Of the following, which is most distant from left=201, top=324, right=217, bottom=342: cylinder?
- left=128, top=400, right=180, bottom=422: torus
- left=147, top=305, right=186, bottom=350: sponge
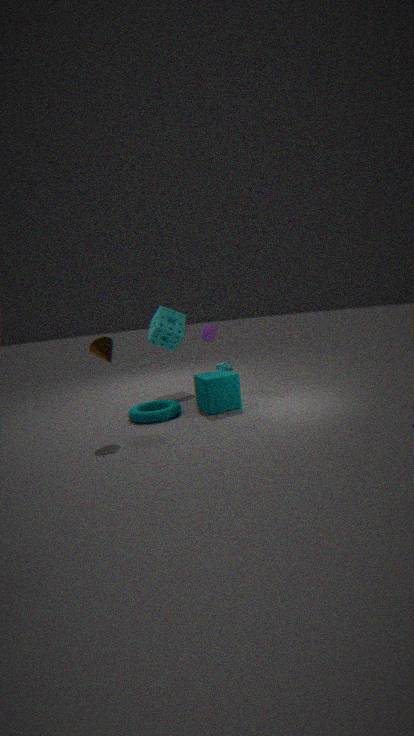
left=128, top=400, right=180, bottom=422: torus
